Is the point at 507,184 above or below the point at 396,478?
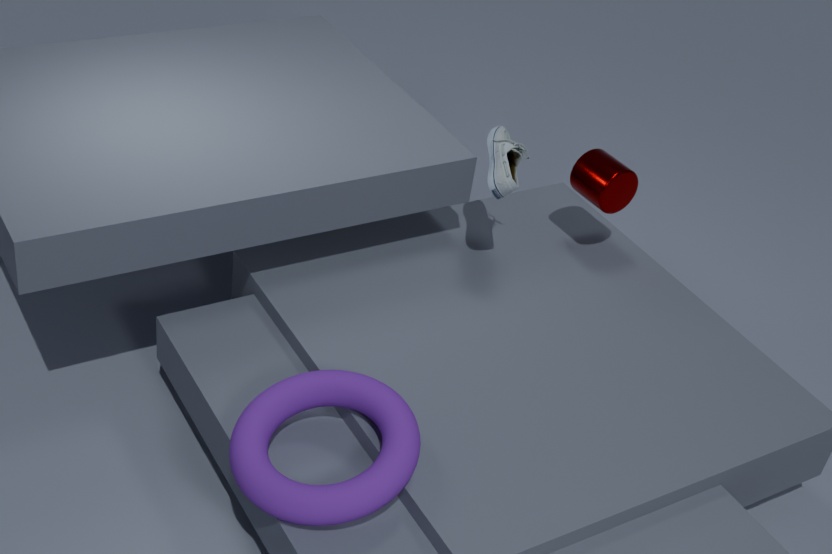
above
